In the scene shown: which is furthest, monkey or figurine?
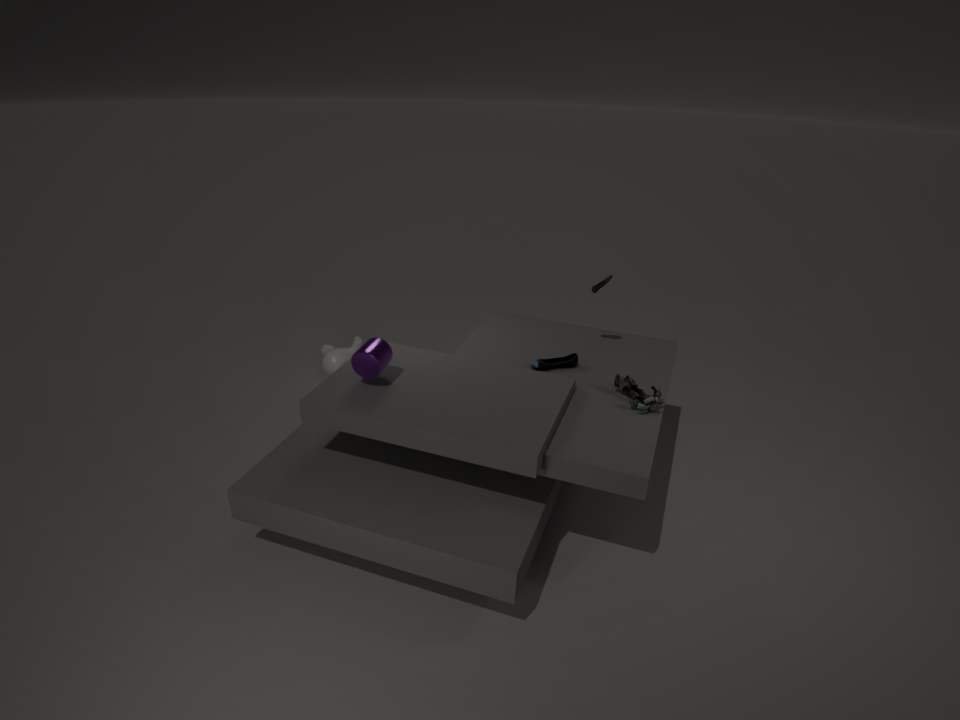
monkey
